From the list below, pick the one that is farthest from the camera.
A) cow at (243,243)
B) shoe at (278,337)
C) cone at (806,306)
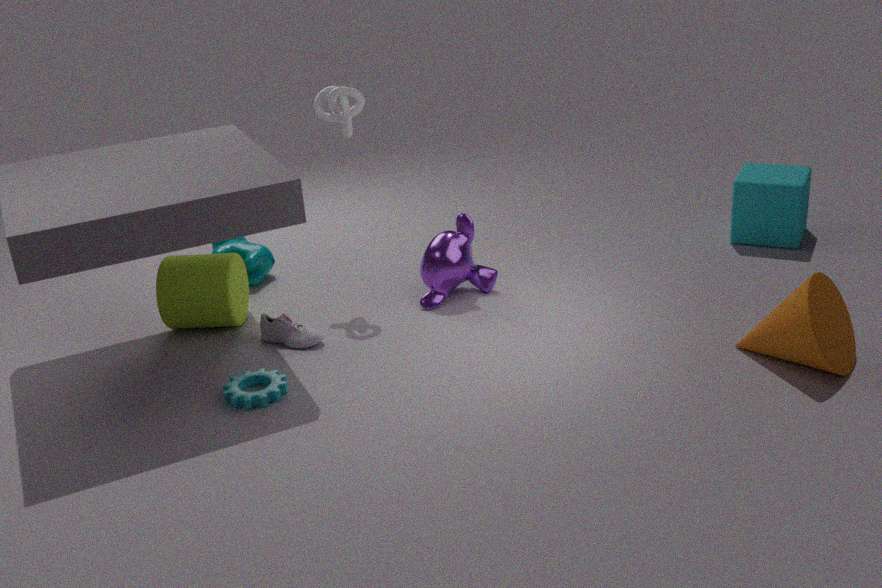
cow at (243,243)
